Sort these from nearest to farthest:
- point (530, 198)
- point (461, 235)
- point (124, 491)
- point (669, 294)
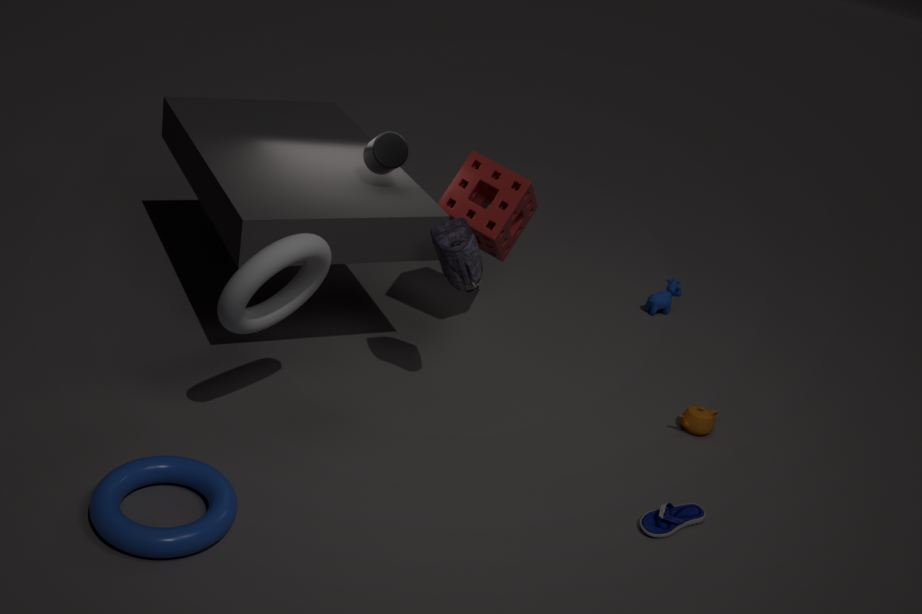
point (124, 491)
point (461, 235)
point (530, 198)
point (669, 294)
